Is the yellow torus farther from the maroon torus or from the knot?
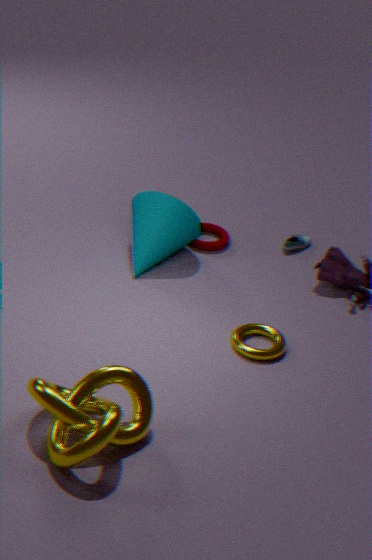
the maroon torus
